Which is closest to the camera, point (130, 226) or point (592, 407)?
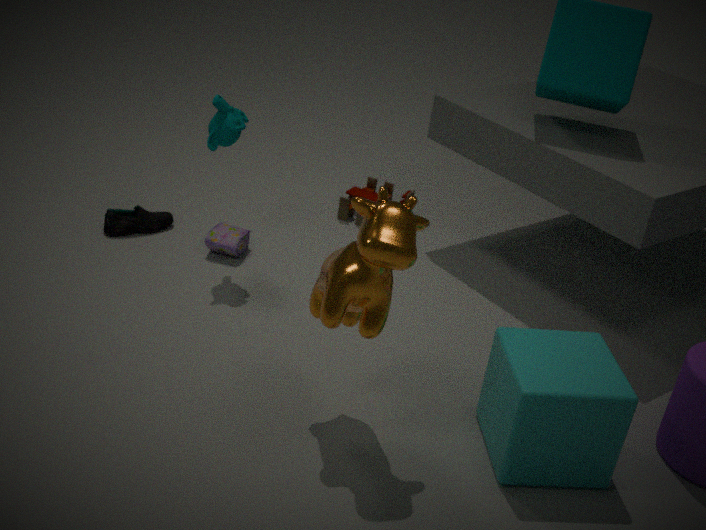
point (592, 407)
